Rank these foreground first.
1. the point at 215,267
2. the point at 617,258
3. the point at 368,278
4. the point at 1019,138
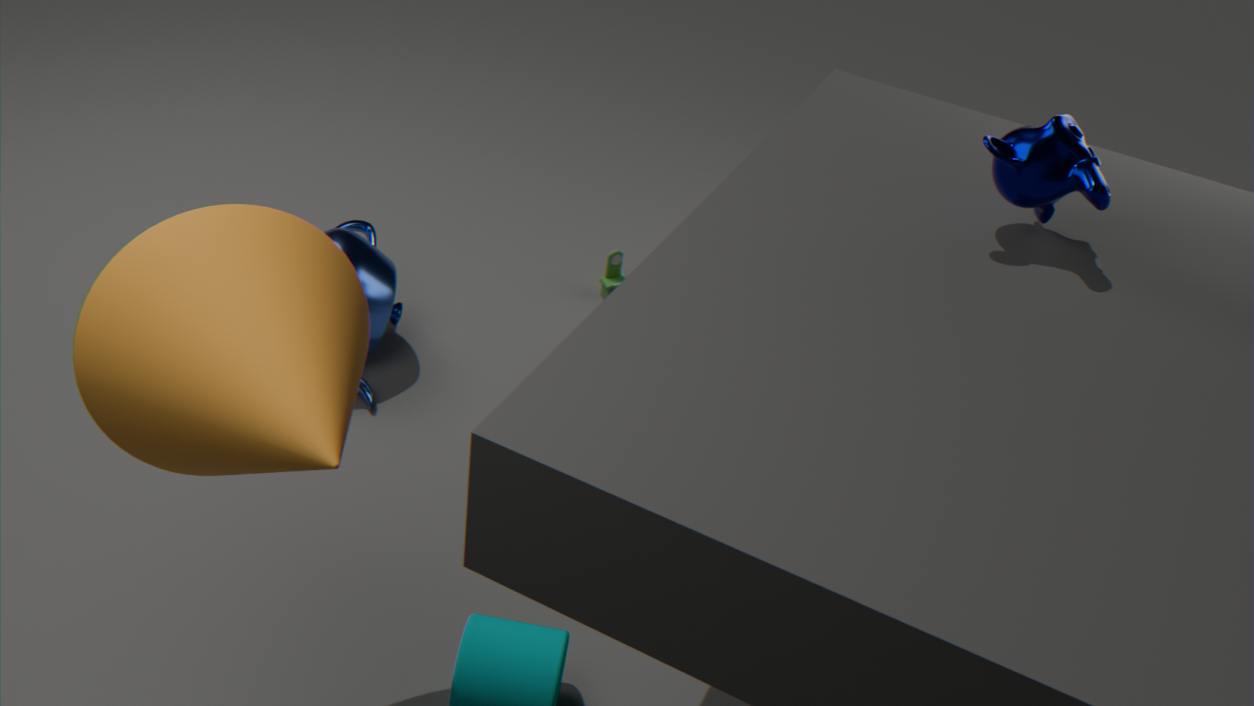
1. the point at 215,267
2. the point at 1019,138
3. the point at 368,278
4. the point at 617,258
